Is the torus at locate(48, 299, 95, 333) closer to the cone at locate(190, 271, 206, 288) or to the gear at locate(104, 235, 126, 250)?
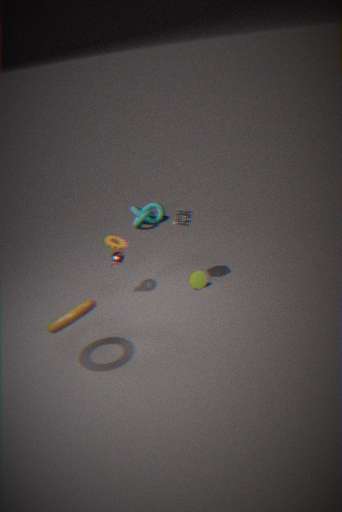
the gear at locate(104, 235, 126, 250)
